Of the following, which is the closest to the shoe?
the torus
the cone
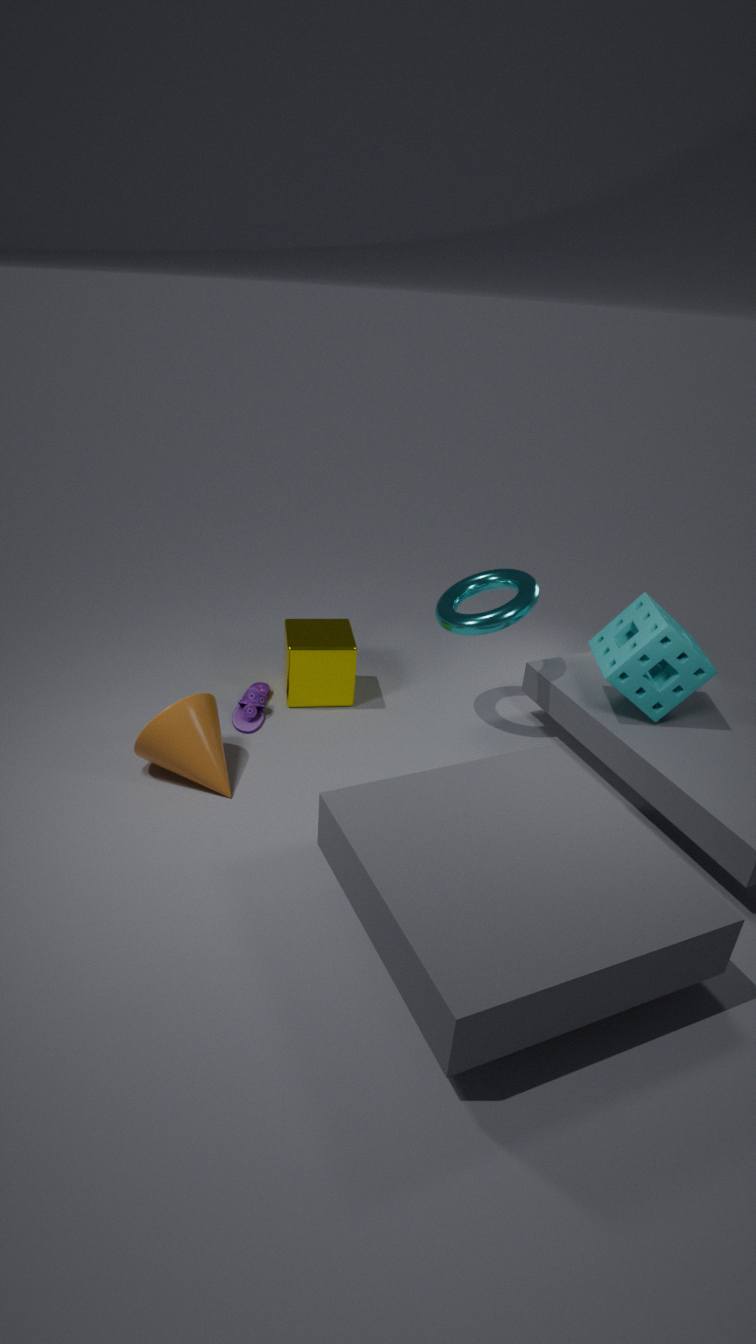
the cone
